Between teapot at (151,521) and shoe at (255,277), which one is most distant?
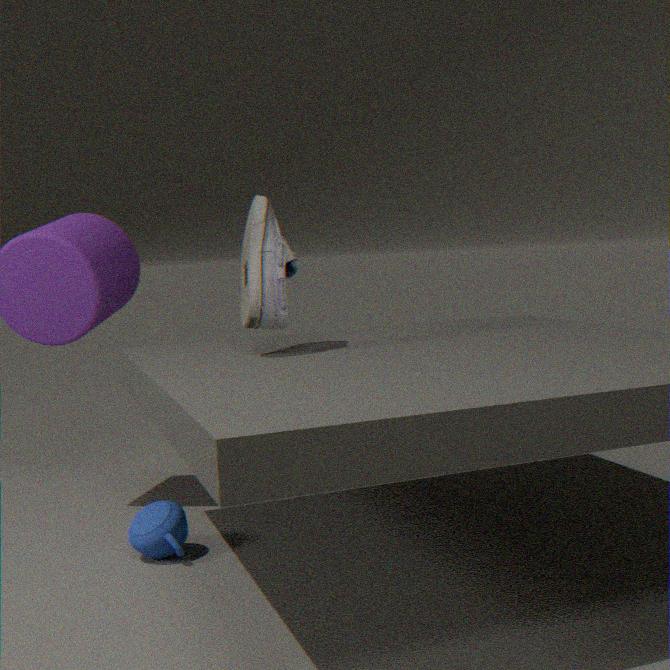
teapot at (151,521)
